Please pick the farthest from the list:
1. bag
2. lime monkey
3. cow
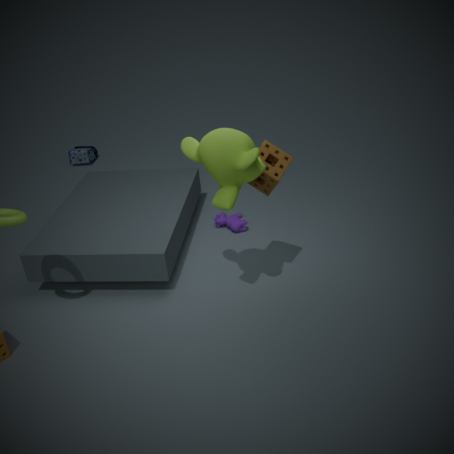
bag
